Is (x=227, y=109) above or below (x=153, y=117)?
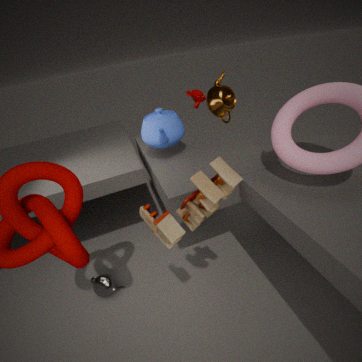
below
